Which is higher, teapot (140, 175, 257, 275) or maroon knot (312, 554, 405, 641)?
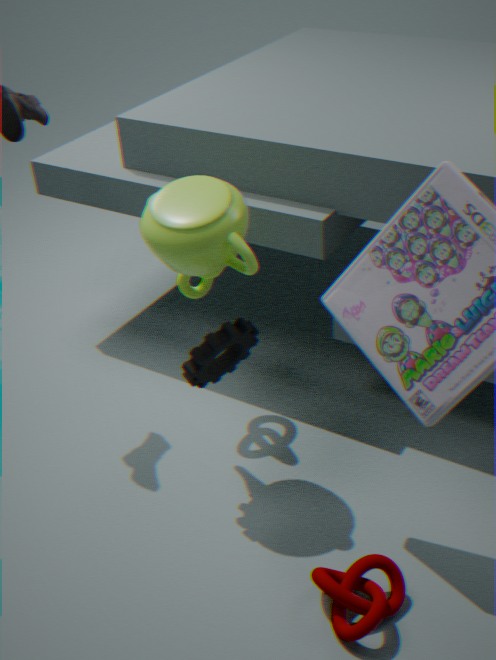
teapot (140, 175, 257, 275)
